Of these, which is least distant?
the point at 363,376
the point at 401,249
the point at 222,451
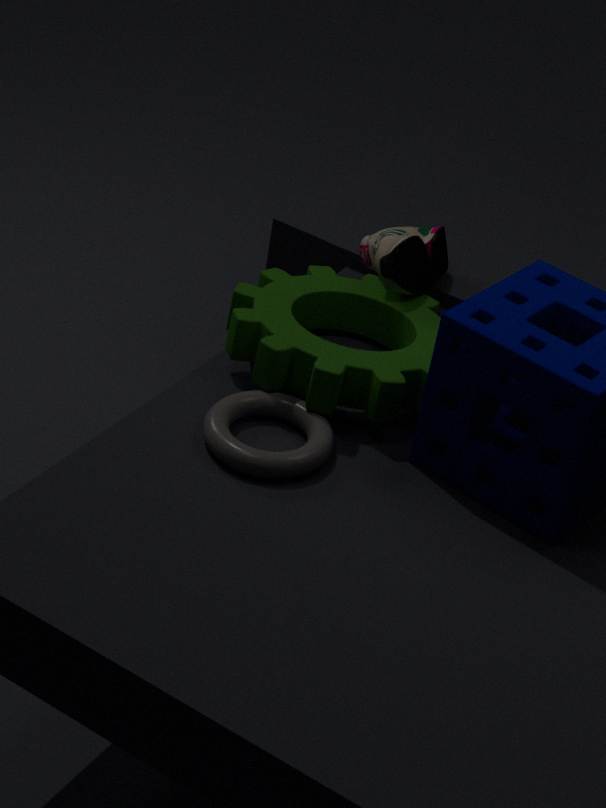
the point at 222,451
